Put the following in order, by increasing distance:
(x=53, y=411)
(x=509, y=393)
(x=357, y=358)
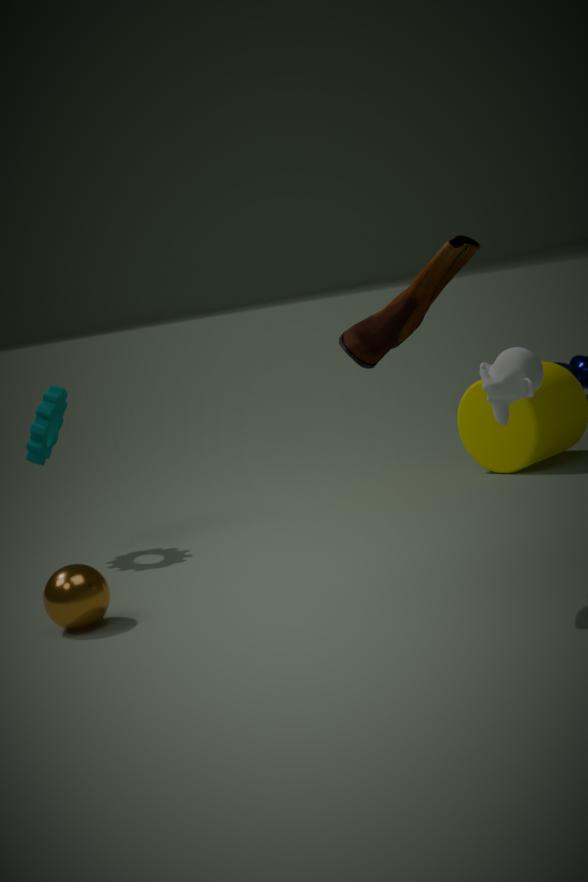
(x=357, y=358) → (x=509, y=393) → (x=53, y=411)
